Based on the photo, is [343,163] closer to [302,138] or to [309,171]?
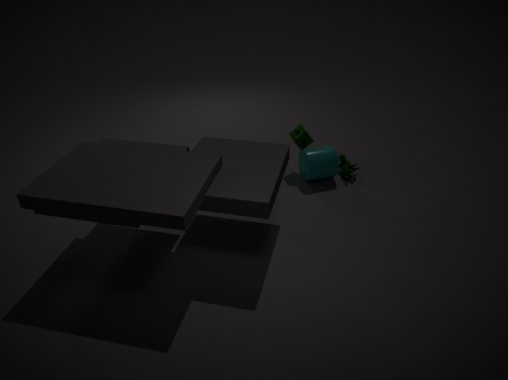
[309,171]
